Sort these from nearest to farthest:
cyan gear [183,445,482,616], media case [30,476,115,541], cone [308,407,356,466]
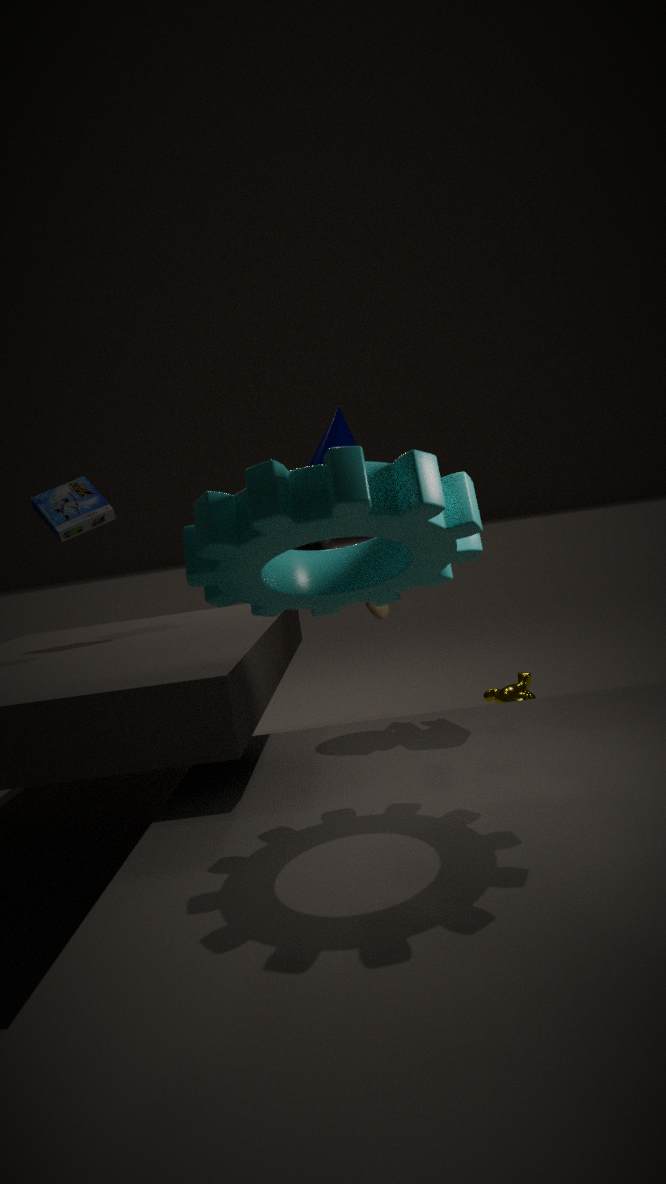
1. cyan gear [183,445,482,616]
2. cone [308,407,356,466]
3. media case [30,476,115,541]
